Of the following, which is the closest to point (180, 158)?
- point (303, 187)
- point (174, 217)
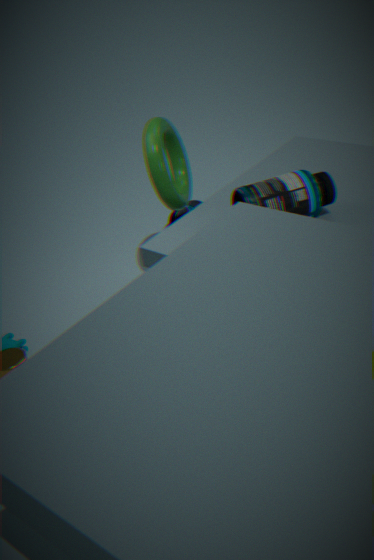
point (303, 187)
